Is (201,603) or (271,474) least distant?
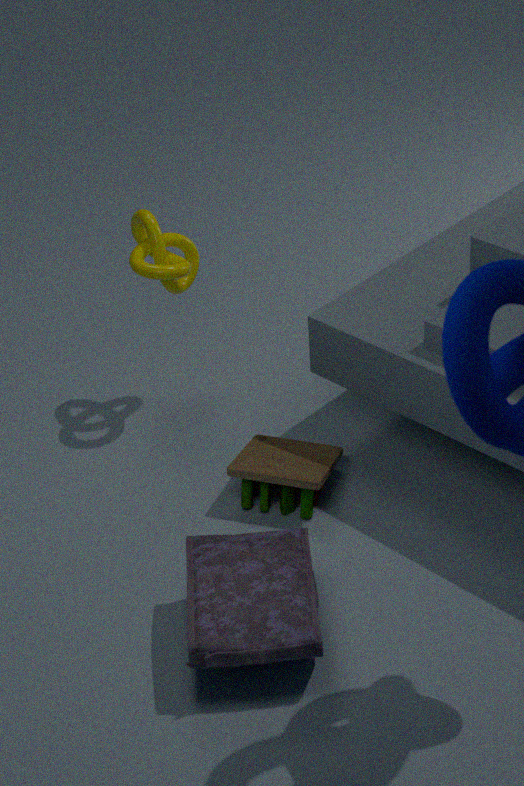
(201,603)
